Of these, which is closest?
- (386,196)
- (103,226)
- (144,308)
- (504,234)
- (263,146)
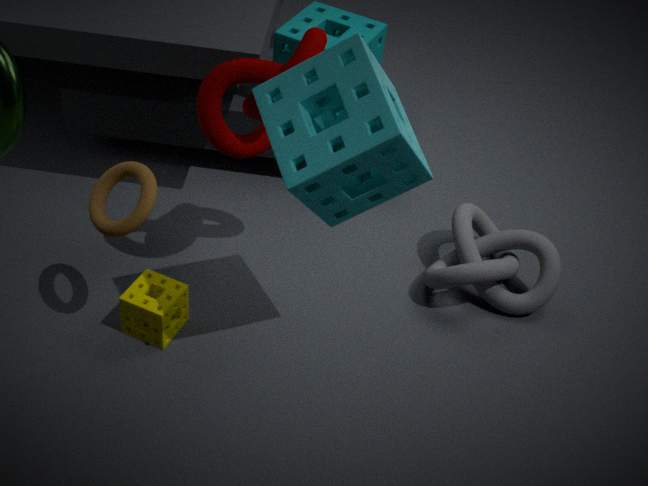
(386,196)
